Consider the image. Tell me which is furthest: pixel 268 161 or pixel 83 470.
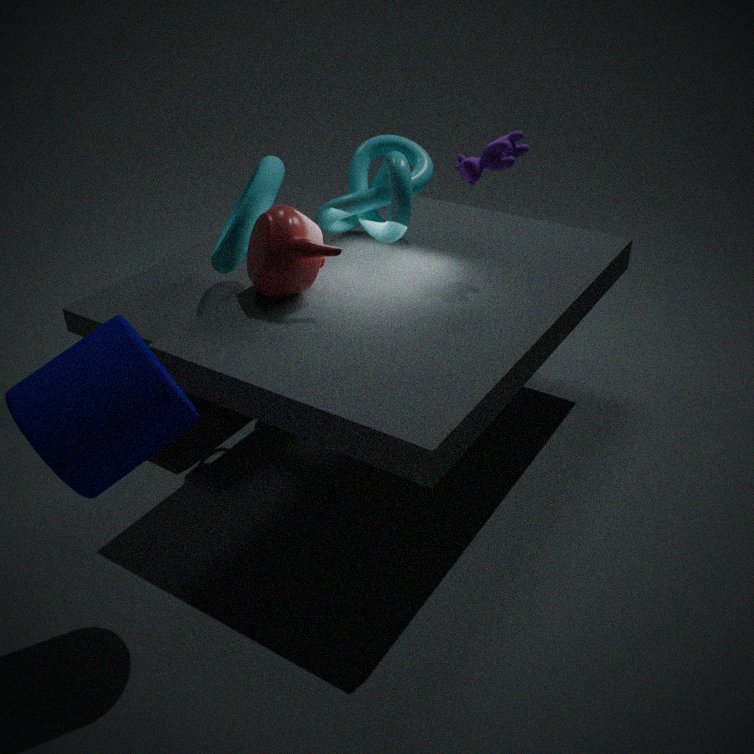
pixel 268 161
